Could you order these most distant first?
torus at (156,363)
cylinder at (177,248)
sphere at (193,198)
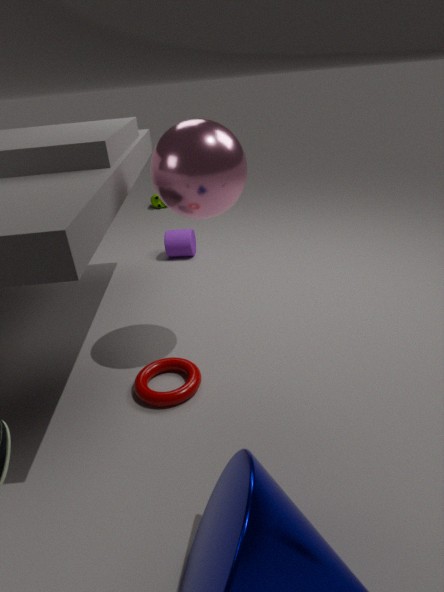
cylinder at (177,248), torus at (156,363), sphere at (193,198)
